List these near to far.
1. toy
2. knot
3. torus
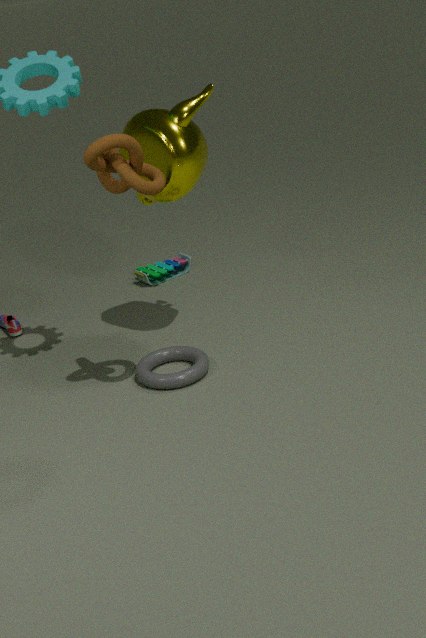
knot, torus, toy
